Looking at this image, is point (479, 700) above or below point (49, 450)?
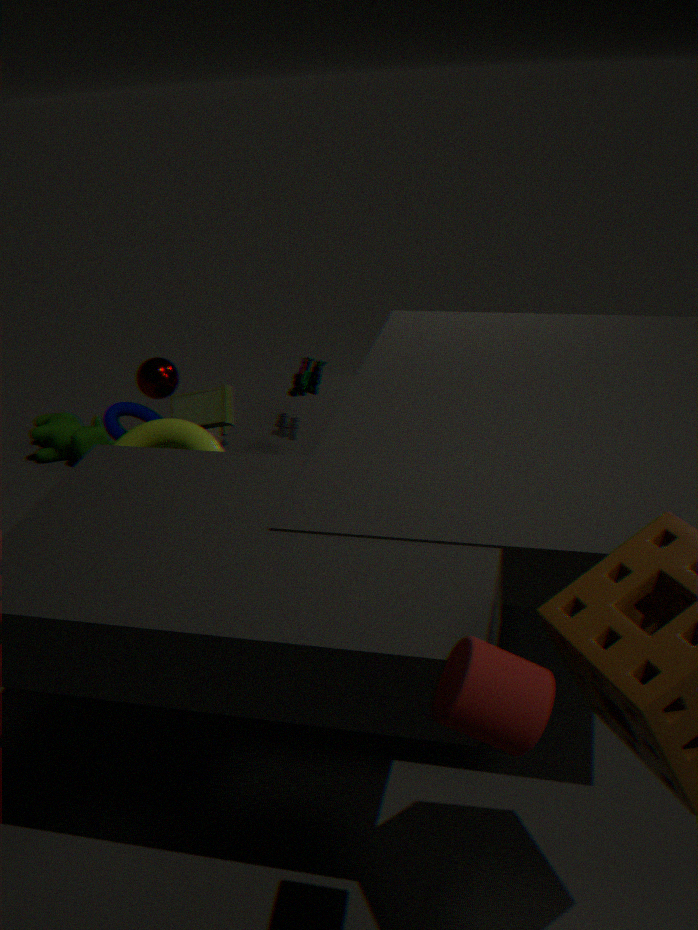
above
